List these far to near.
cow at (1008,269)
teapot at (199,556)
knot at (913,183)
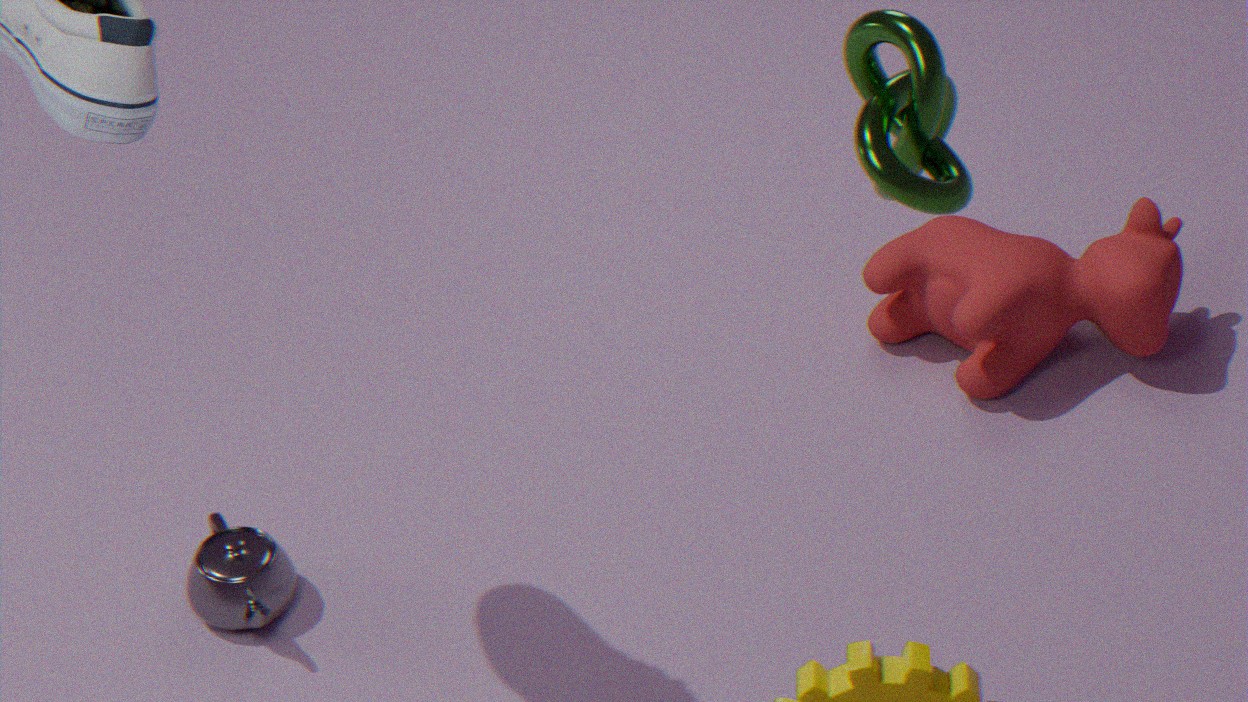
cow at (1008,269) → teapot at (199,556) → knot at (913,183)
